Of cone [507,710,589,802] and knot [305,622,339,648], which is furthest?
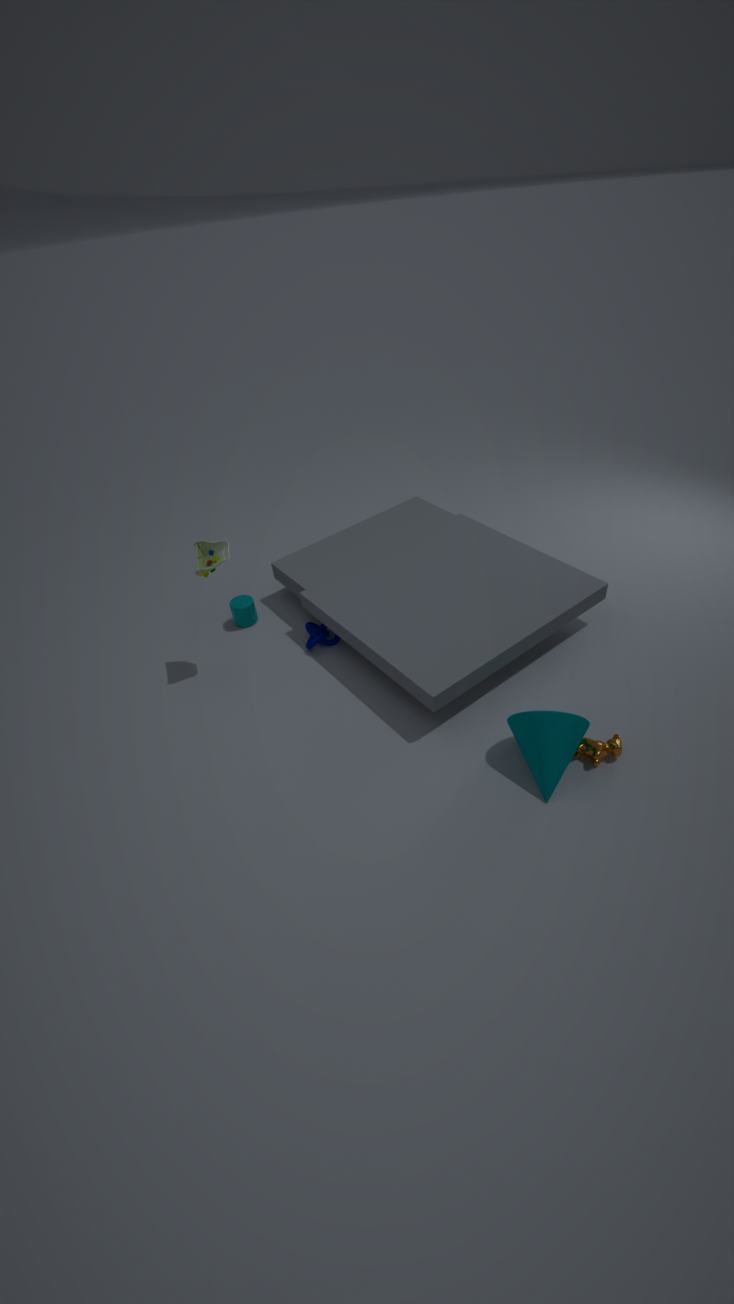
knot [305,622,339,648]
